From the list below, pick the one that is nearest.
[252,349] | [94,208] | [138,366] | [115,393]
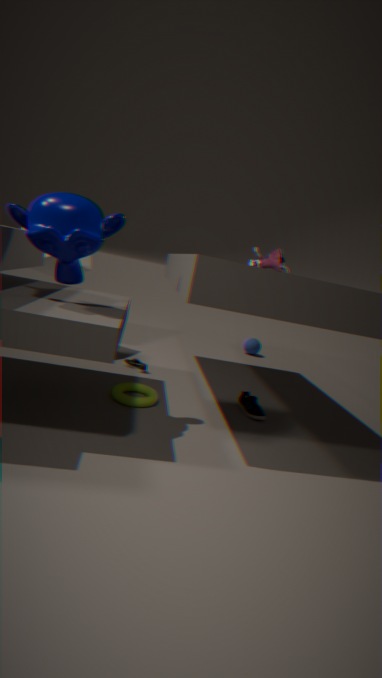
[94,208]
